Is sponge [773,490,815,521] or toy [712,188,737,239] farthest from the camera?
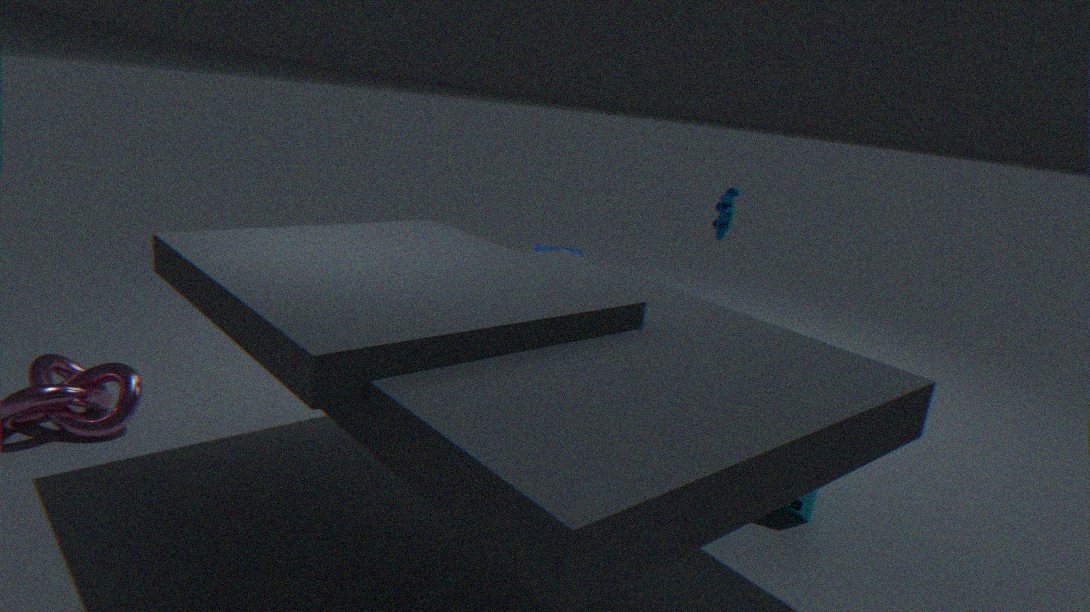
toy [712,188,737,239]
